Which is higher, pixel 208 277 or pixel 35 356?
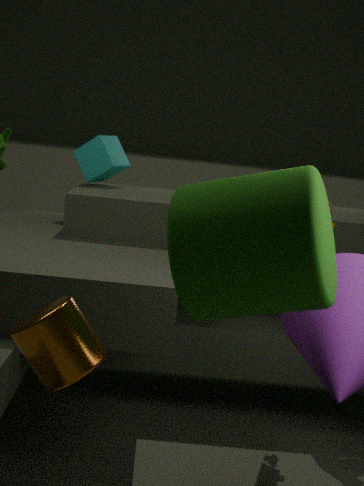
pixel 208 277
